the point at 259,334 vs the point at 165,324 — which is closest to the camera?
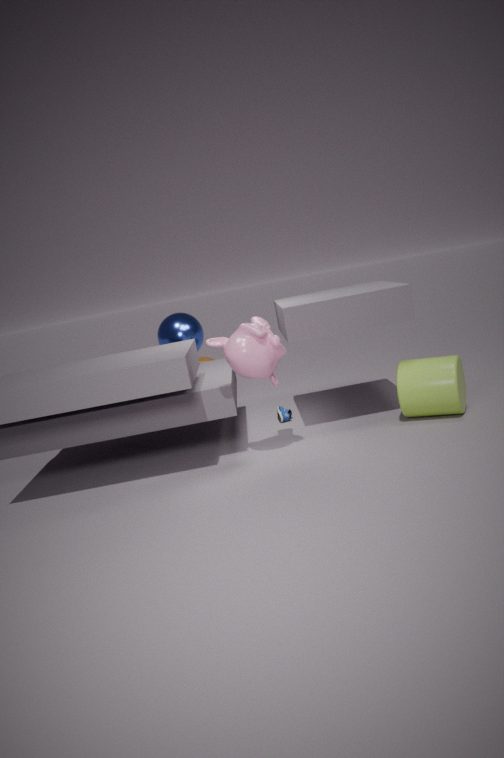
the point at 259,334
